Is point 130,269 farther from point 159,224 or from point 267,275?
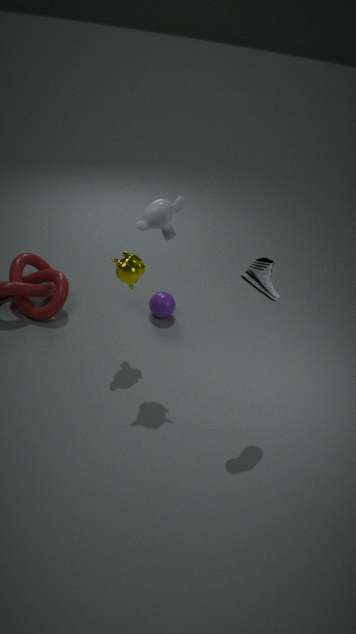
point 267,275
